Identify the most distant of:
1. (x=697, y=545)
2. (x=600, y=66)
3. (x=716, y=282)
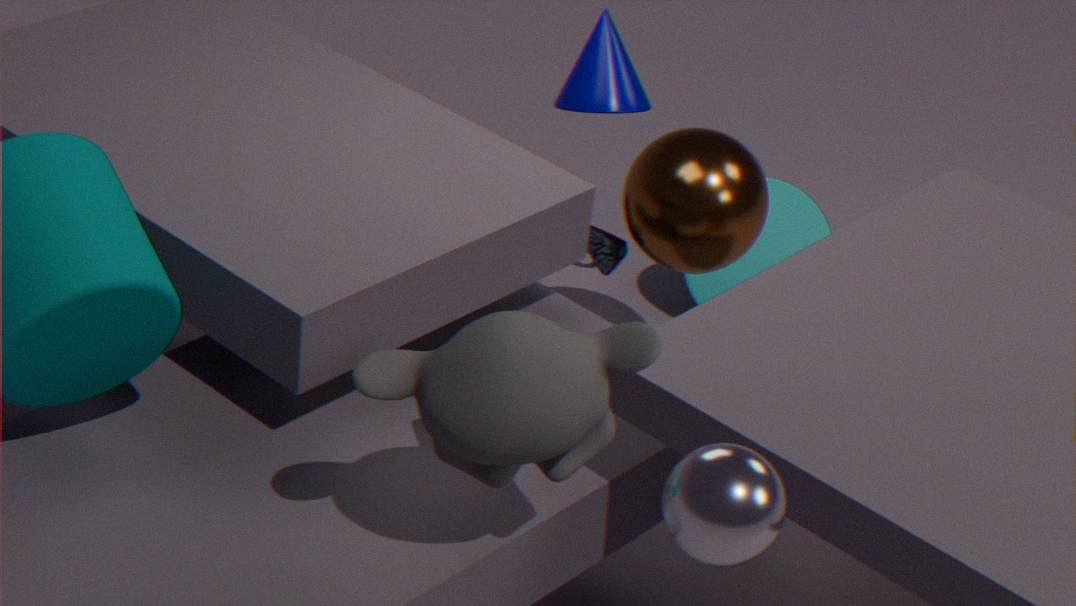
(x=716, y=282)
